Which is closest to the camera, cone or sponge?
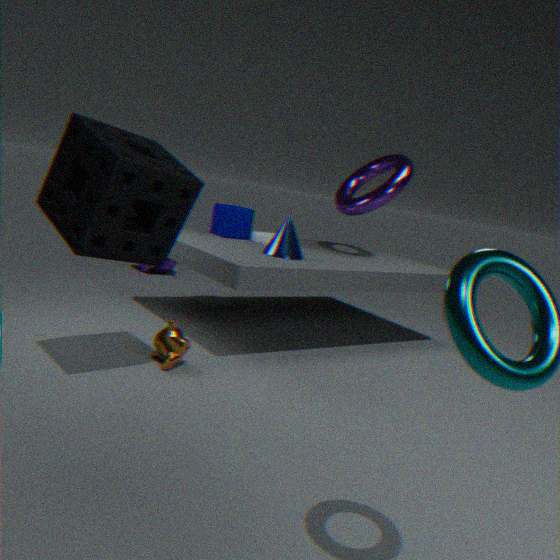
sponge
